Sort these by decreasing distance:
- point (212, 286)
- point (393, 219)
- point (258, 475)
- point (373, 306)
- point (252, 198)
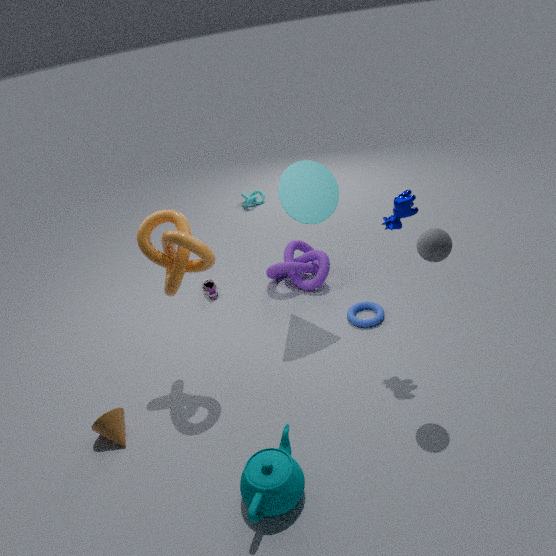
point (252, 198), point (212, 286), point (373, 306), point (393, 219), point (258, 475)
